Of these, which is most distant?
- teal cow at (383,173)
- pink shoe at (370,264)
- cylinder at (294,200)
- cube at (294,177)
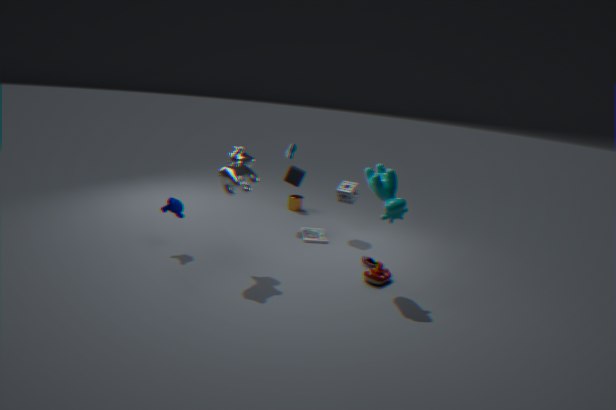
cylinder at (294,200)
